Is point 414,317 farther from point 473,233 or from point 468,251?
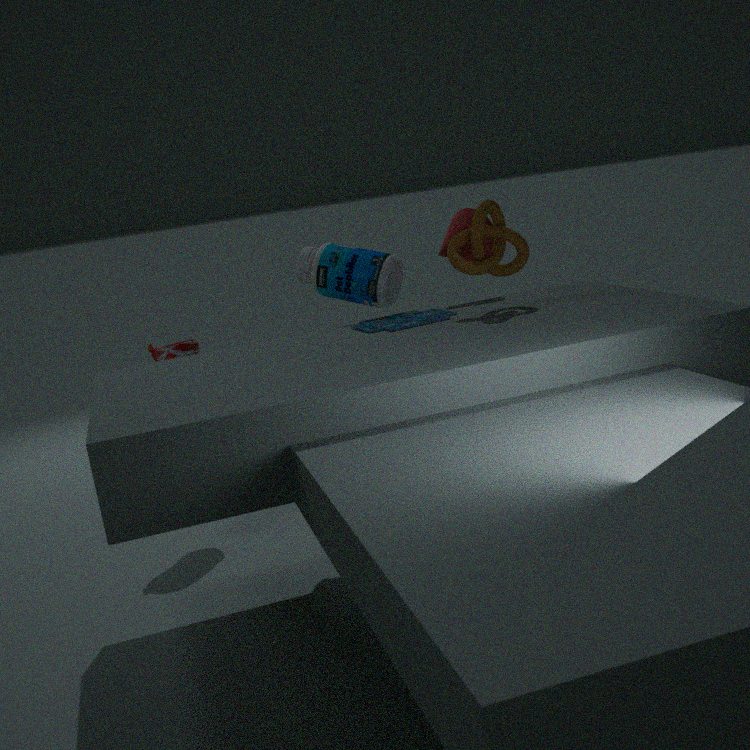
point 468,251
